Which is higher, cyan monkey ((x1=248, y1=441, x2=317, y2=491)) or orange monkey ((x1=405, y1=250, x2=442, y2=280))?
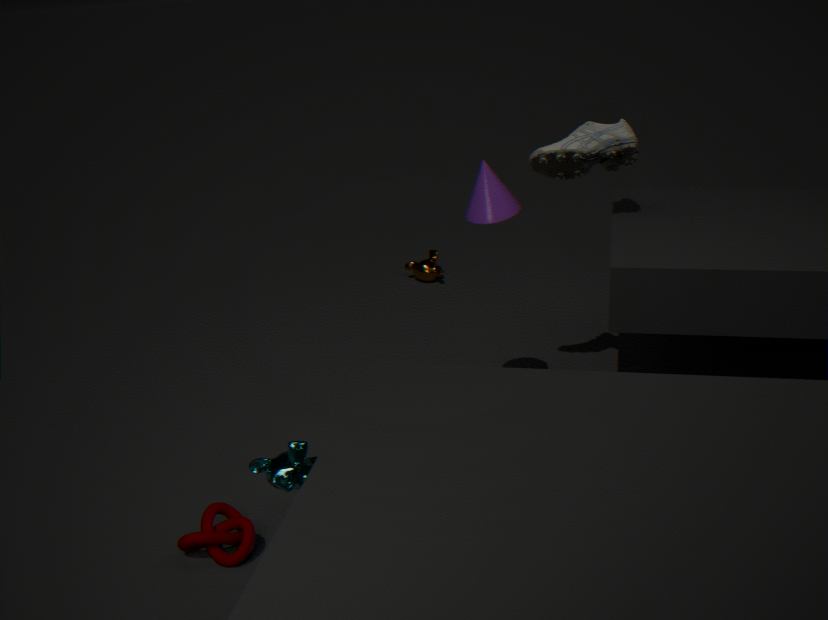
cyan monkey ((x1=248, y1=441, x2=317, y2=491))
